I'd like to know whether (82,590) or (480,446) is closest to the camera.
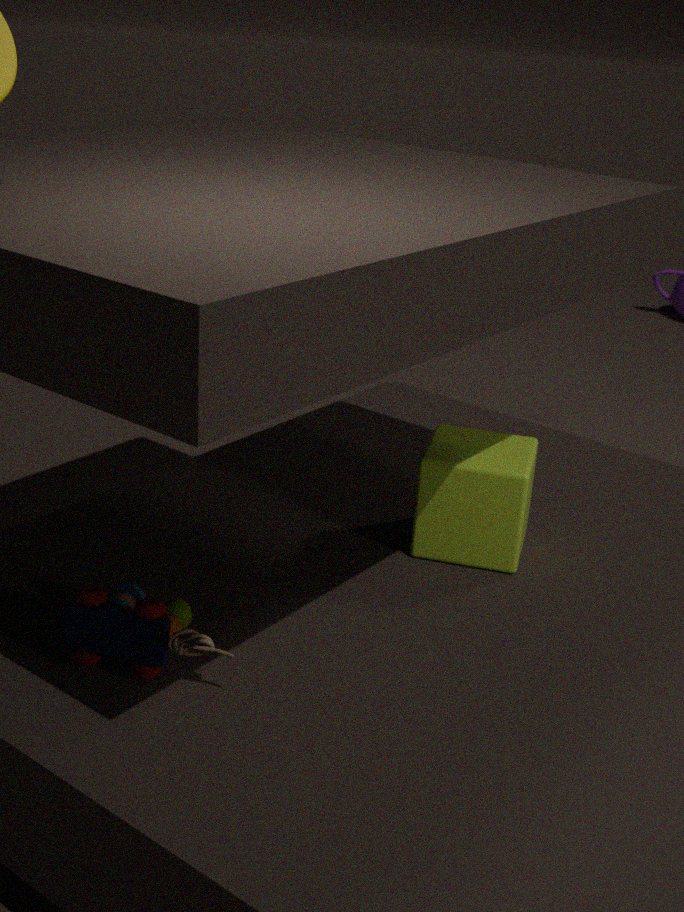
(82,590)
